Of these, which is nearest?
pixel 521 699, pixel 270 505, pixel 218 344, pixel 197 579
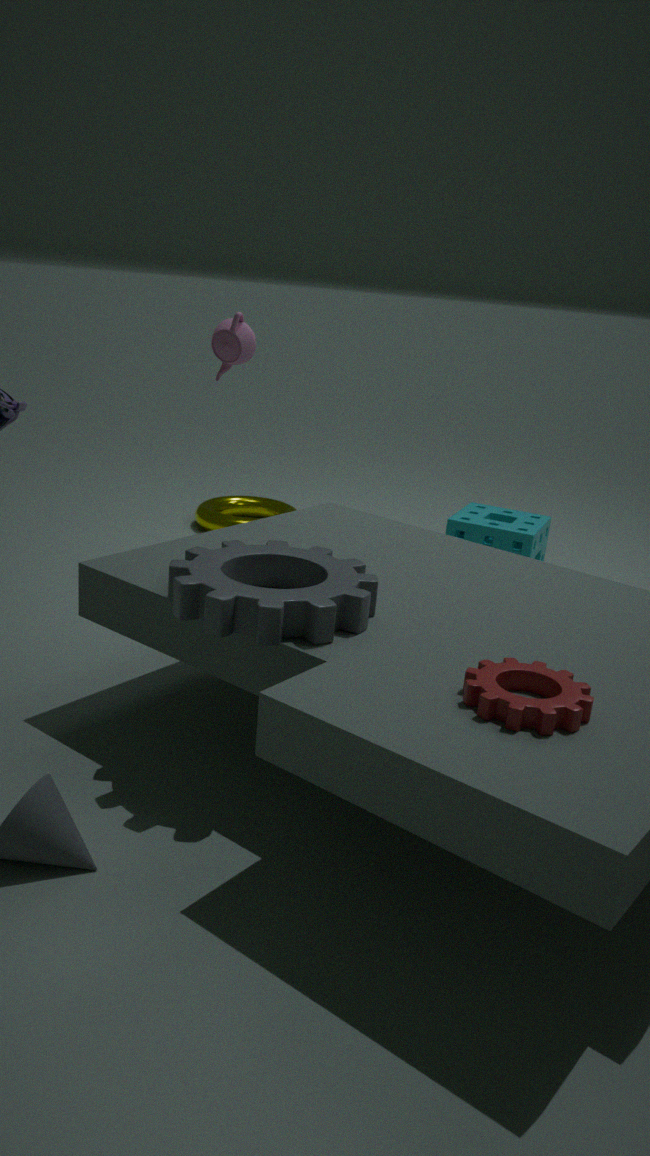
pixel 521 699
